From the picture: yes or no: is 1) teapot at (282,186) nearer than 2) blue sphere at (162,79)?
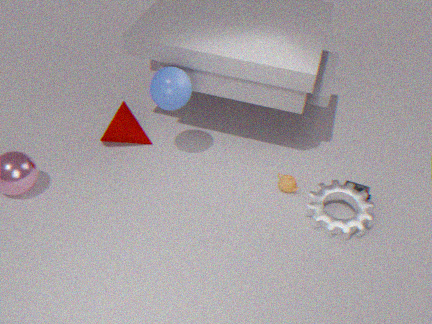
No
